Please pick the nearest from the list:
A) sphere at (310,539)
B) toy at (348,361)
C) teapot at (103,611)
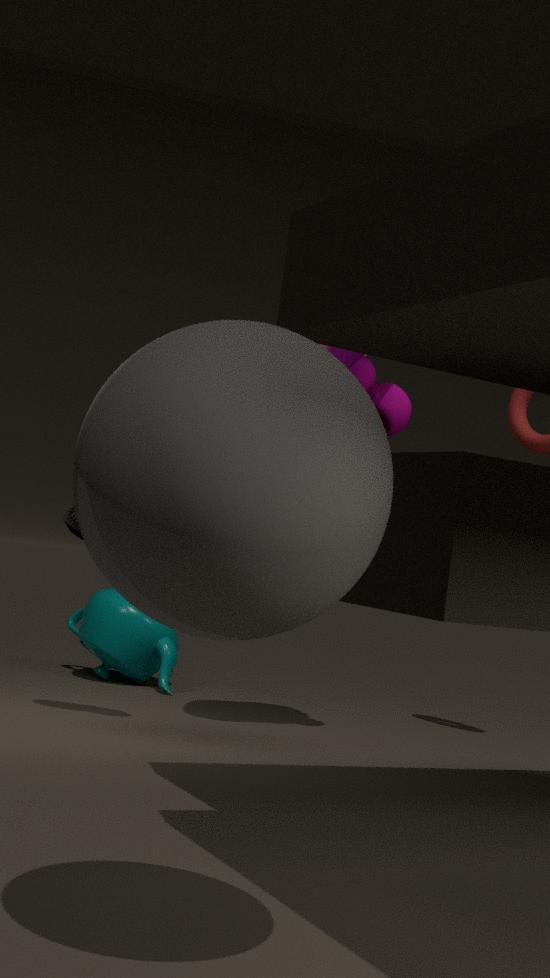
sphere at (310,539)
